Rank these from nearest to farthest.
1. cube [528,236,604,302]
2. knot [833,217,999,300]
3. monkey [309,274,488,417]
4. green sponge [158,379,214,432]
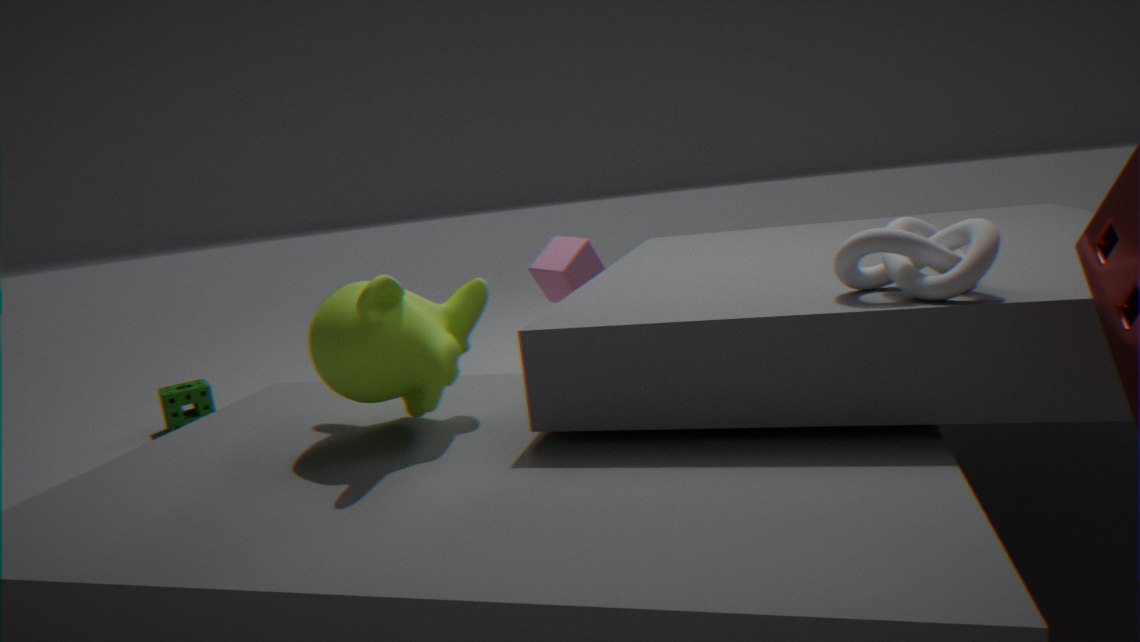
knot [833,217,999,300]
monkey [309,274,488,417]
cube [528,236,604,302]
green sponge [158,379,214,432]
